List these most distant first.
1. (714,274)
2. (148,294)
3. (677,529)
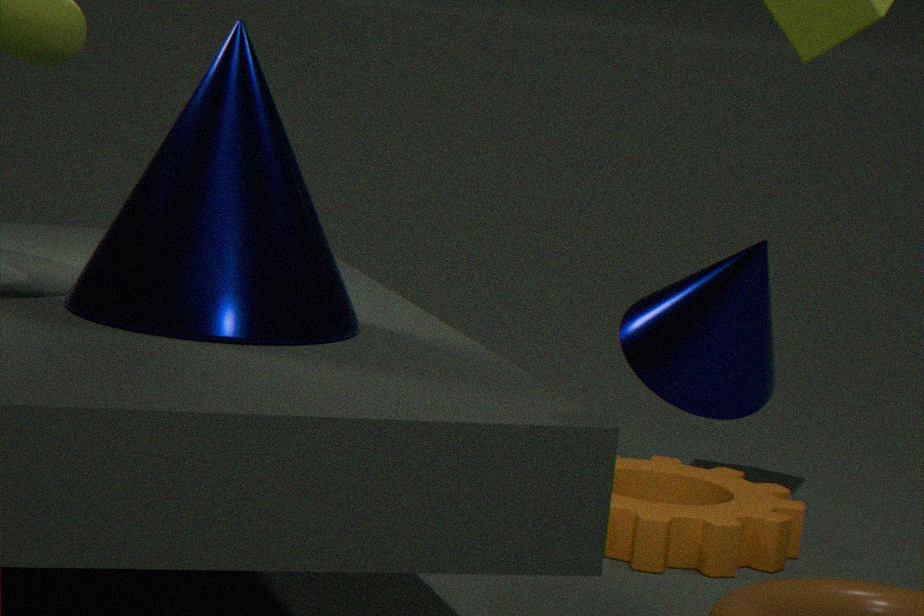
(677,529)
(148,294)
(714,274)
